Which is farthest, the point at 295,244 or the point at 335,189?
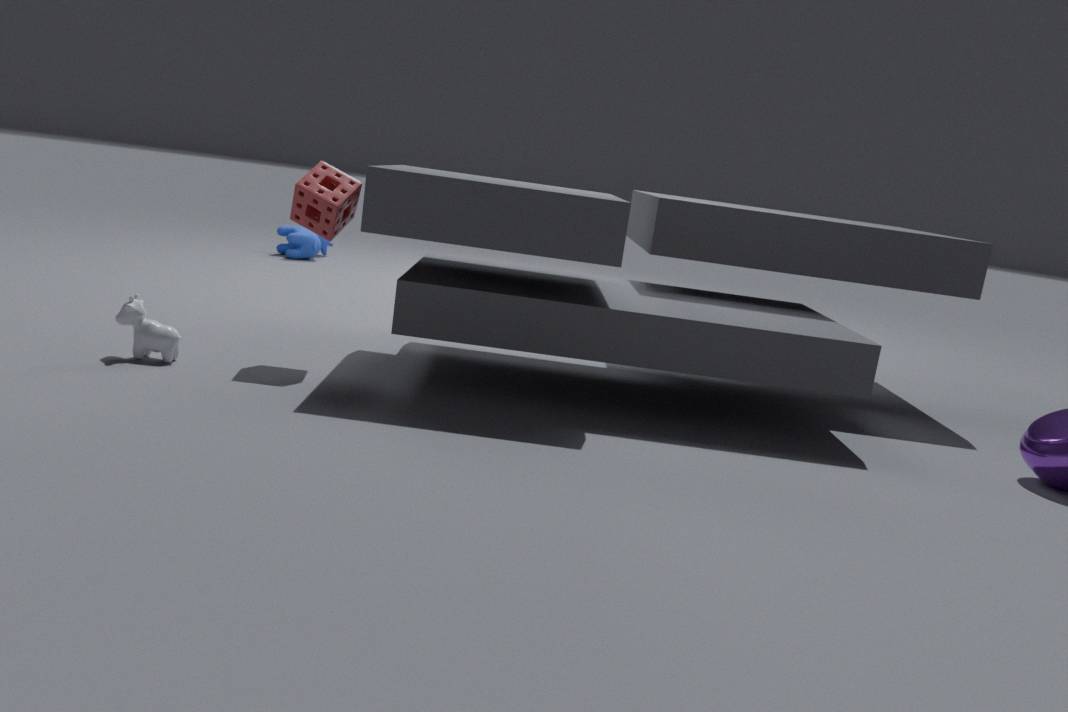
the point at 295,244
